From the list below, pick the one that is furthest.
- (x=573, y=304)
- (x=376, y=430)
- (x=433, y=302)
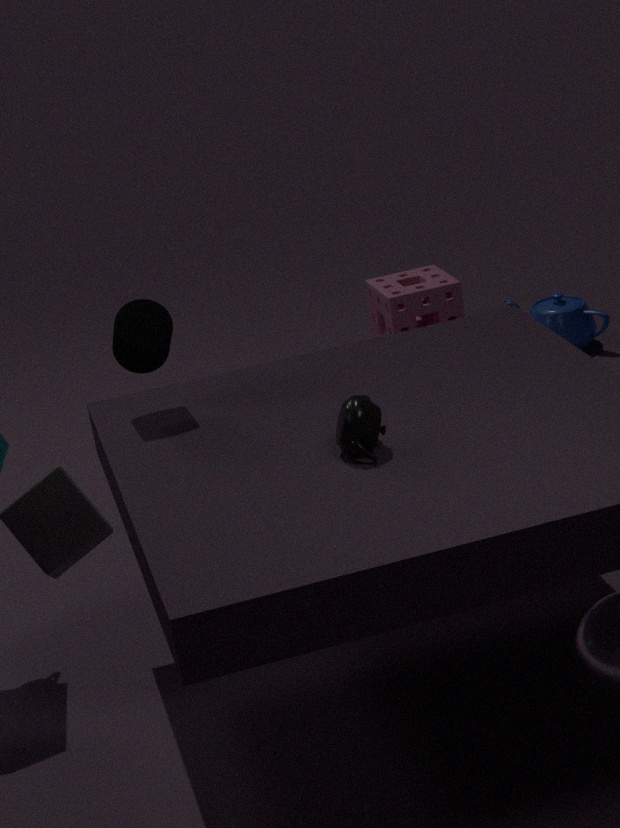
(x=433, y=302)
